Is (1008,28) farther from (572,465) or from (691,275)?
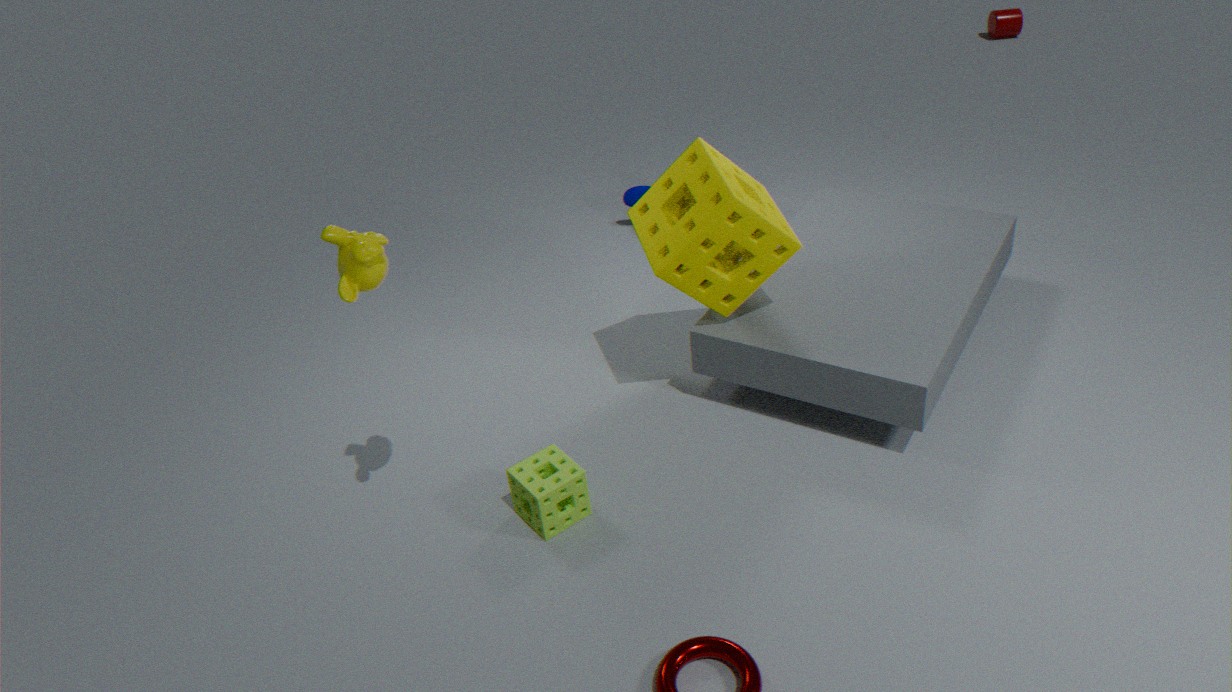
(572,465)
